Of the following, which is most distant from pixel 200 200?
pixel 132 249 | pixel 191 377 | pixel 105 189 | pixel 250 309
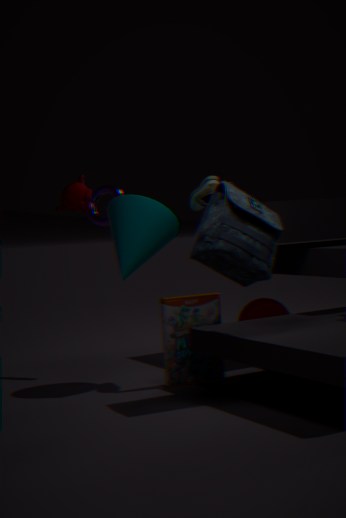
pixel 250 309
